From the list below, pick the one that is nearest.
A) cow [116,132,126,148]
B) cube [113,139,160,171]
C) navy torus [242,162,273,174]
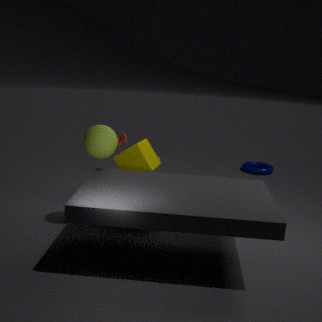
cube [113,139,160,171]
